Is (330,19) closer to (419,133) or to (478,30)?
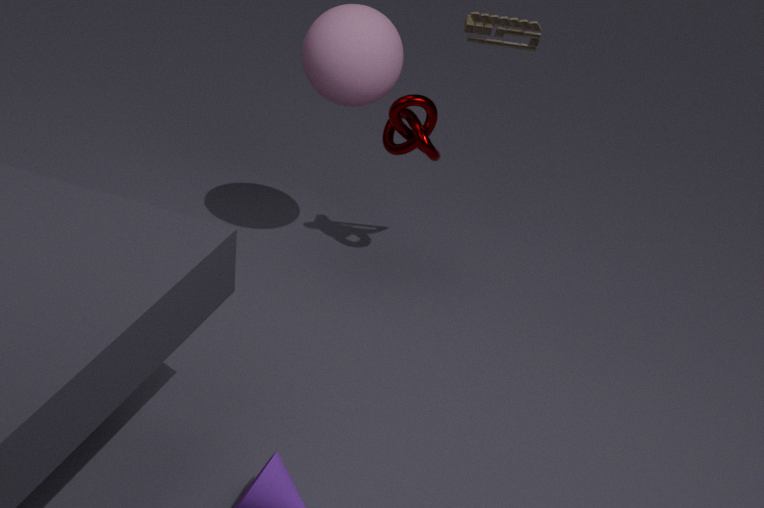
(419,133)
